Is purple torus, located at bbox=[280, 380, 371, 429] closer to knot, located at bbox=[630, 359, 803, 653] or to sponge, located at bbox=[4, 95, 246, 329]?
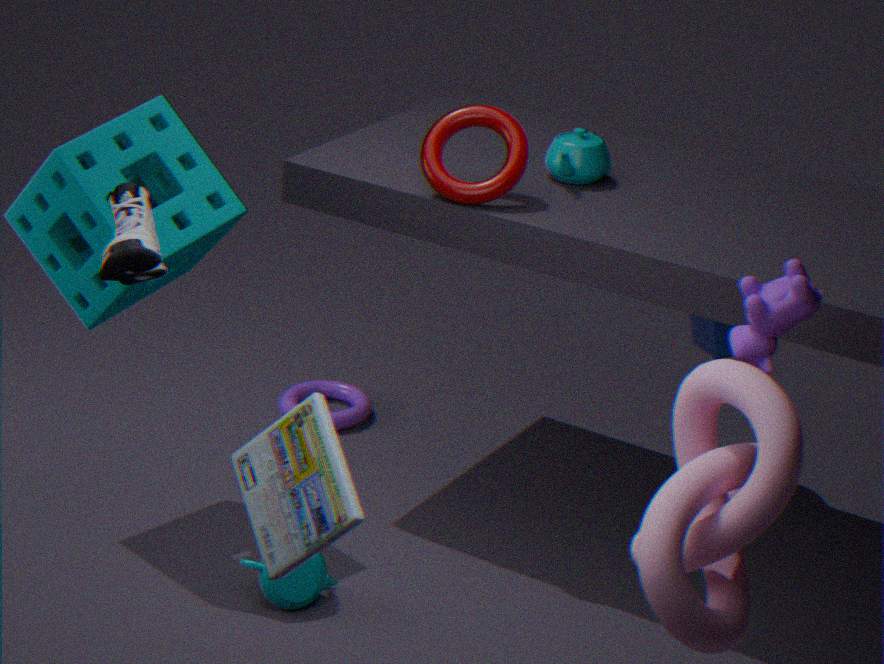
sponge, located at bbox=[4, 95, 246, 329]
